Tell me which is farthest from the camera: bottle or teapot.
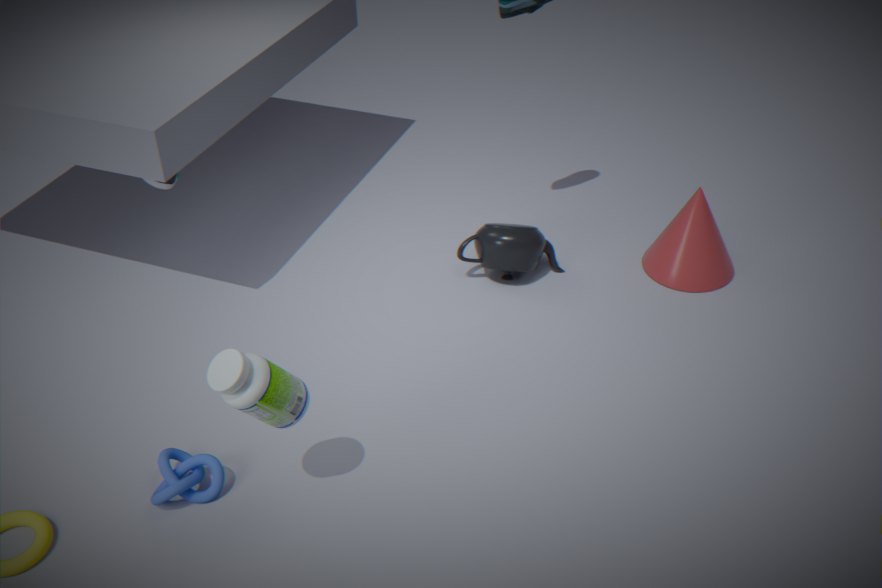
teapot
